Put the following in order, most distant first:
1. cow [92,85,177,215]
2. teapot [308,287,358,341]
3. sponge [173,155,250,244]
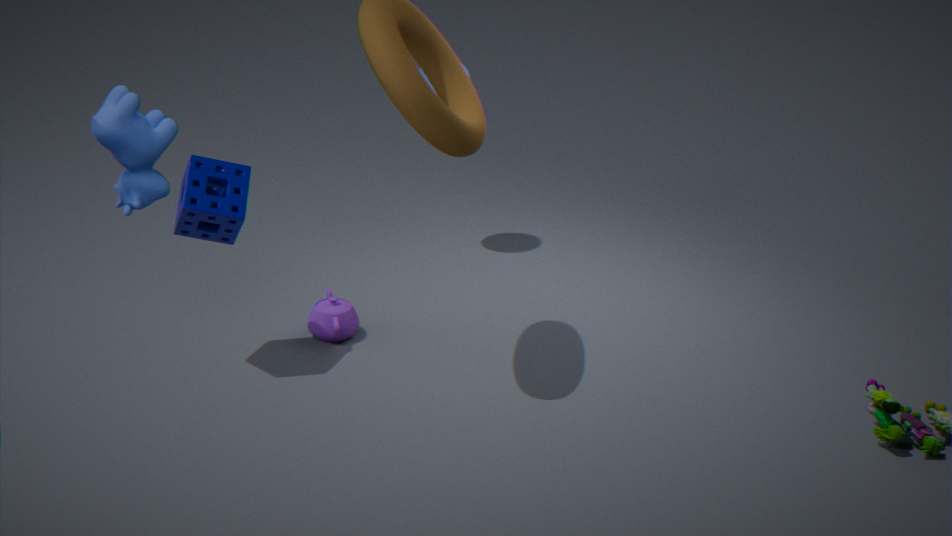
teapot [308,287,358,341]
sponge [173,155,250,244]
cow [92,85,177,215]
